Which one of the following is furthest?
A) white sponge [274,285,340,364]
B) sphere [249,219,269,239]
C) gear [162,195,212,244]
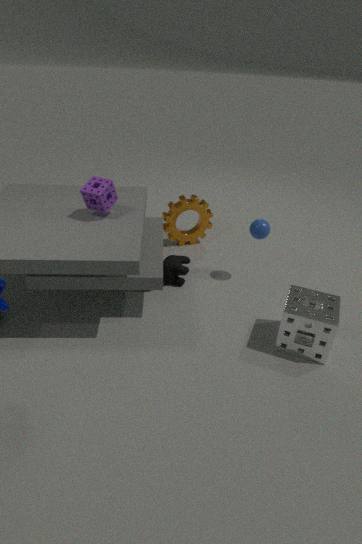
gear [162,195,212,244]
